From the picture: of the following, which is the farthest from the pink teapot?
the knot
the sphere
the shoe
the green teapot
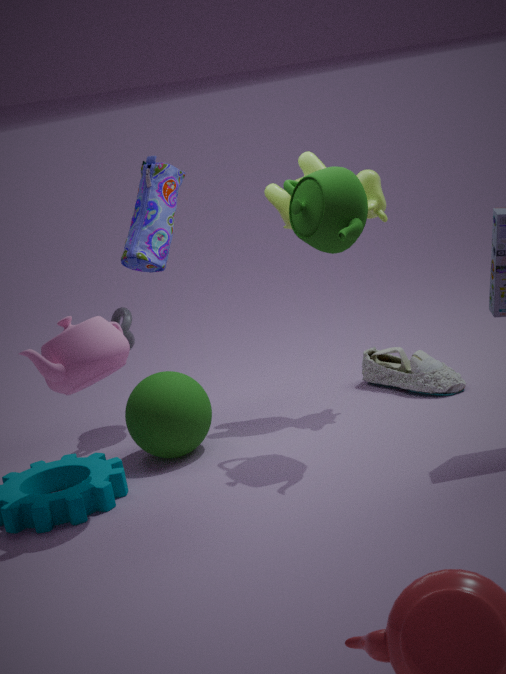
the shoe
